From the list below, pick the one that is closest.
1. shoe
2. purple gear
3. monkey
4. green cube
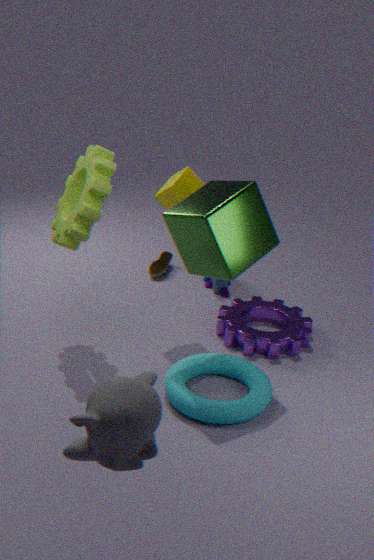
monkey
